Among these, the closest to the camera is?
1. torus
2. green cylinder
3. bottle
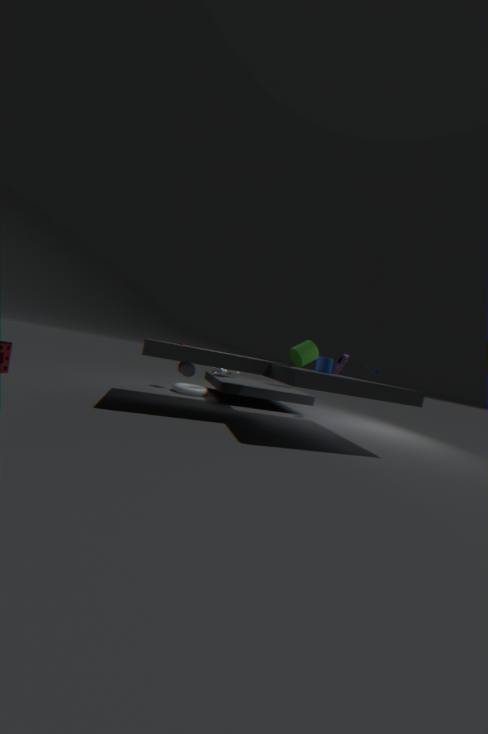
bottle
